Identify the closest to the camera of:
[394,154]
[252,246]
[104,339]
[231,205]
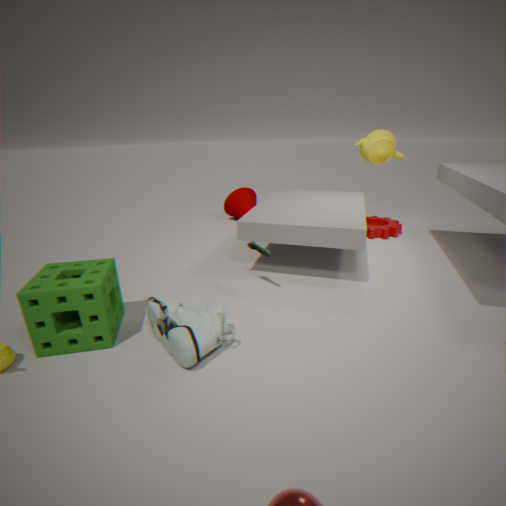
[104,339]
